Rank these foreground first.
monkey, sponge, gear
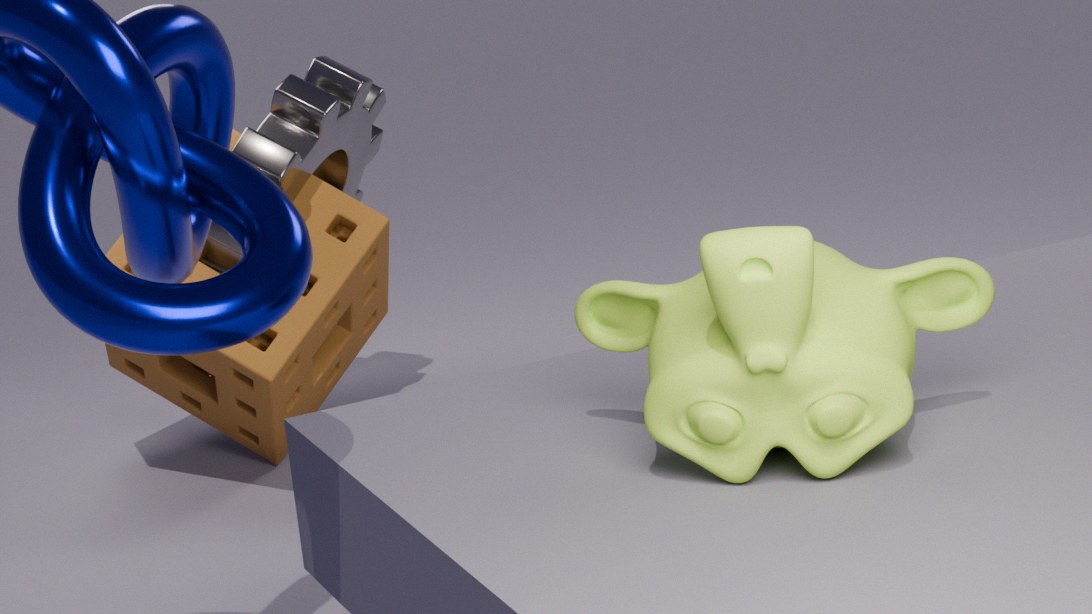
monkey, gear, sponge
